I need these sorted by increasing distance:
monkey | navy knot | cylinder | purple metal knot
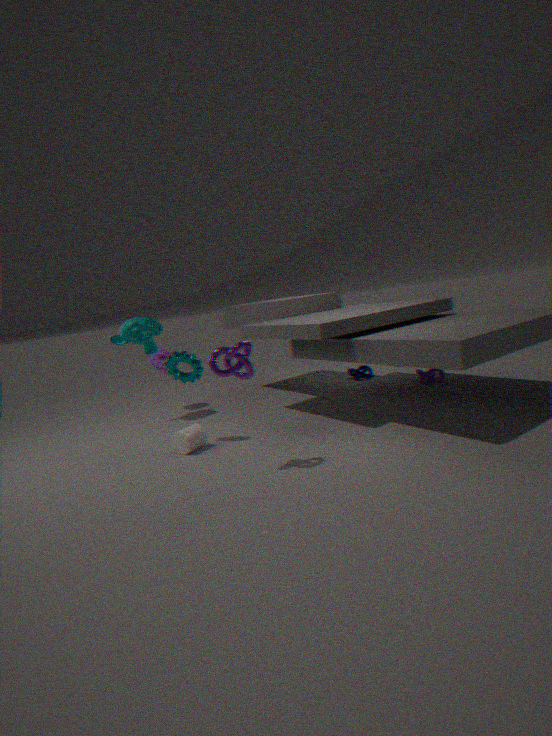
purple metal knot
cylinder
monkey
navy knot
